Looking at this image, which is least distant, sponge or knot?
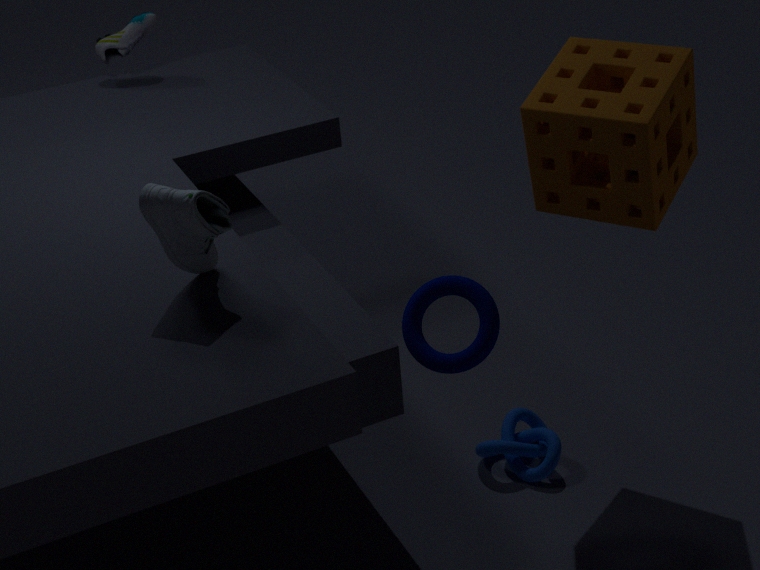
sponge
